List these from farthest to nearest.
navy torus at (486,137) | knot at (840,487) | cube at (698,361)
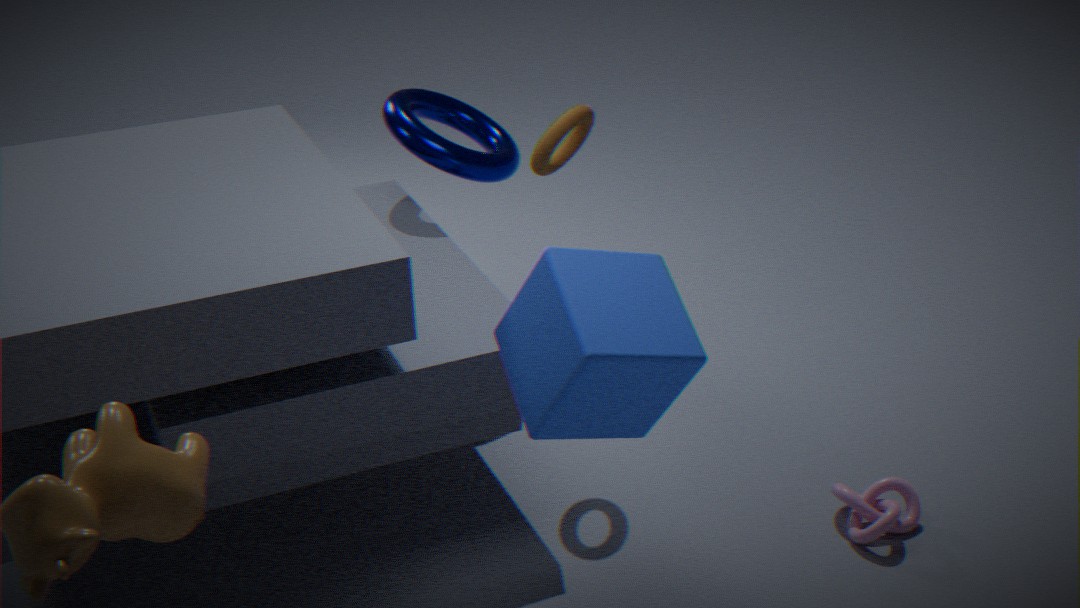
1. navy torus at (486,137)
2. knot at (840,487)
3. cube at (698,361)
